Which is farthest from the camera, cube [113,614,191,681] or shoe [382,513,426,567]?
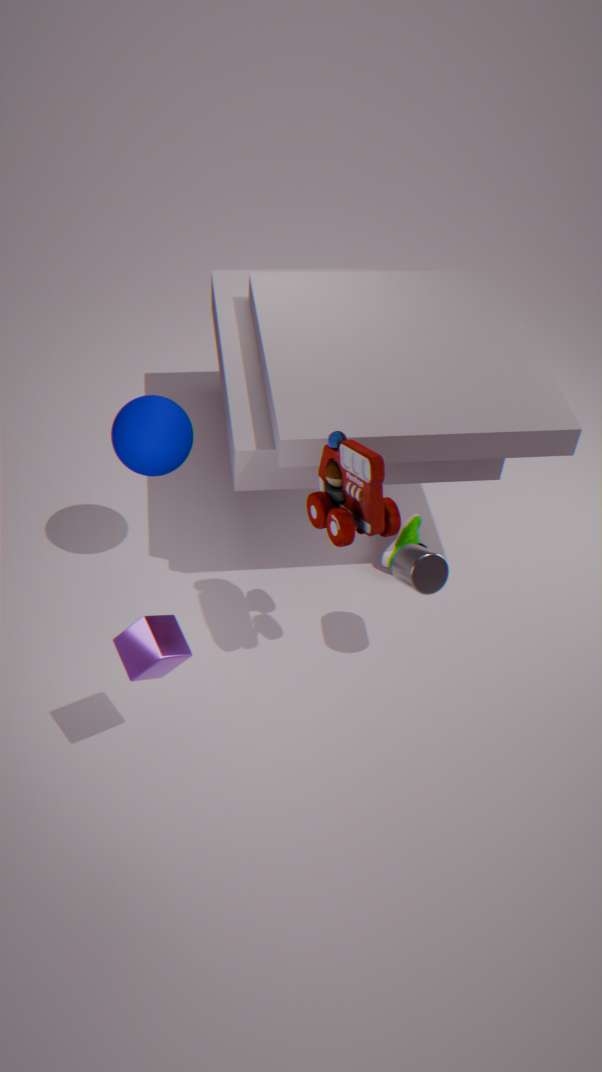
shoe [382,513,426,567]
